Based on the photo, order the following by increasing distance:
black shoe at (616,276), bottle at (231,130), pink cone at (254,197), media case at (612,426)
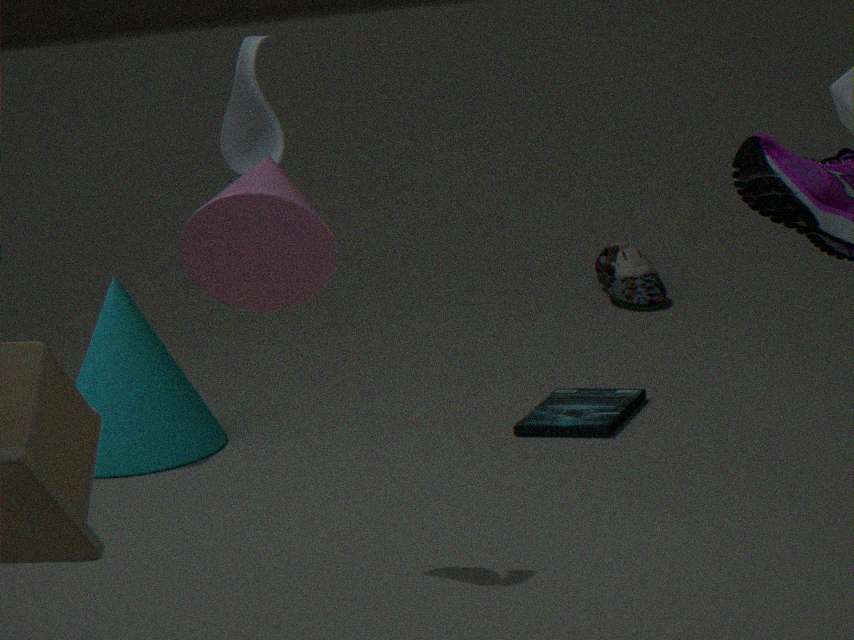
pink cone at (254,197) → bottle at (231,130) → media case at (612,426) → black shoe at (616,276)
